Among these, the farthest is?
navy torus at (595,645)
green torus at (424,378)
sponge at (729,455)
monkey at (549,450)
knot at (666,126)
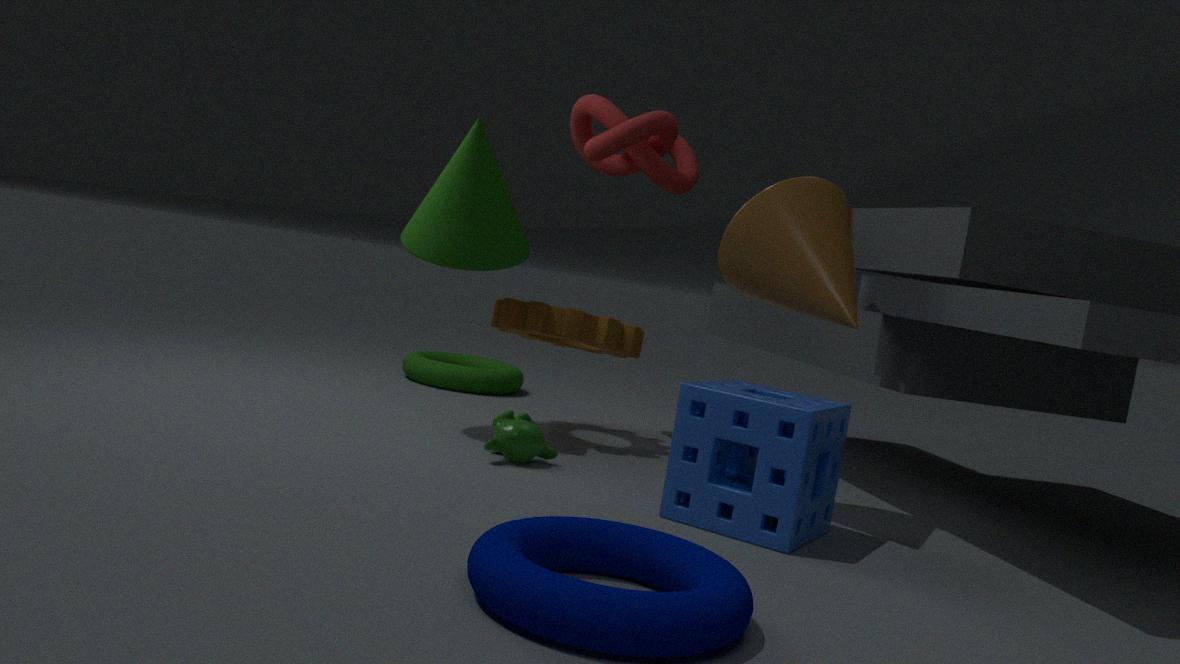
green torus at (424,378)
